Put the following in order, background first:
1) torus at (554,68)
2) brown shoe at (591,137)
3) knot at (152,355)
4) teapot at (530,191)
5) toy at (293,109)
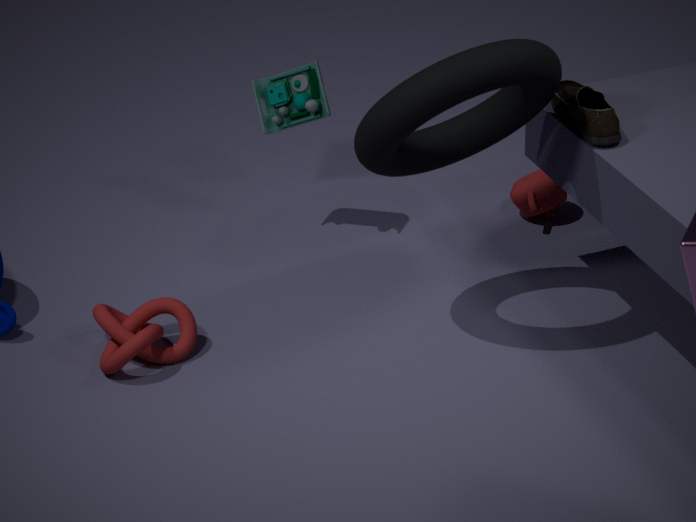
4. teapot at (530,191) → 5. toy at (293,109) → 3. knot at (152,355) → 2. brown shoe at (591,137) → 1. torus at (554,68)
